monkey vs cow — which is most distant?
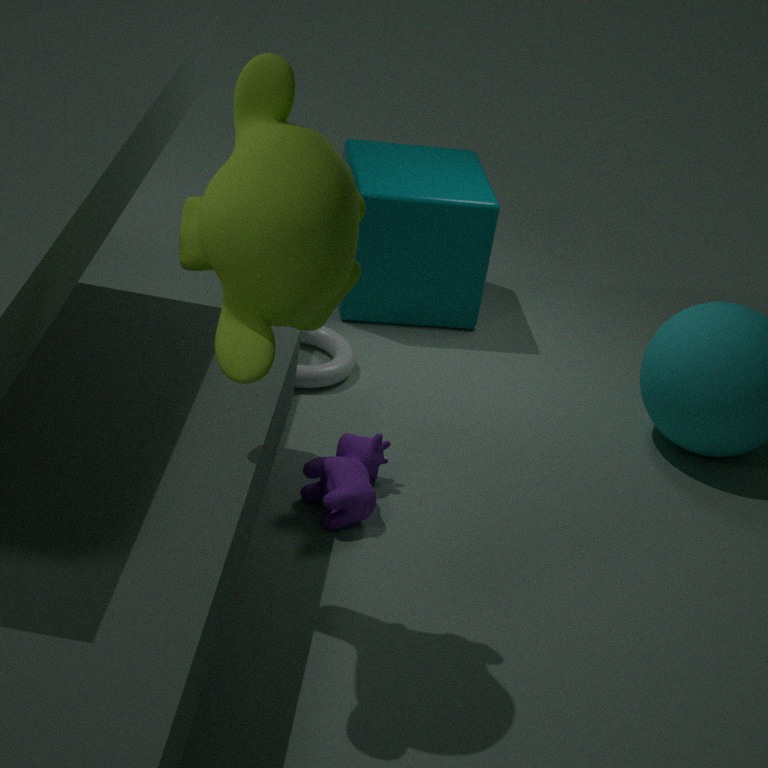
cow
